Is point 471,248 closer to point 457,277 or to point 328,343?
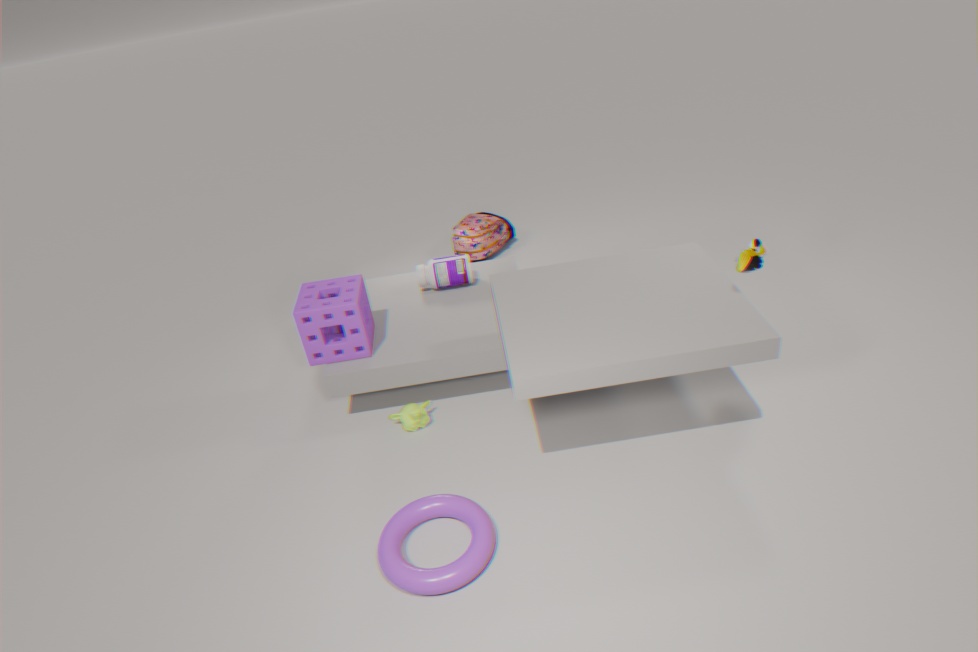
point 457,277
